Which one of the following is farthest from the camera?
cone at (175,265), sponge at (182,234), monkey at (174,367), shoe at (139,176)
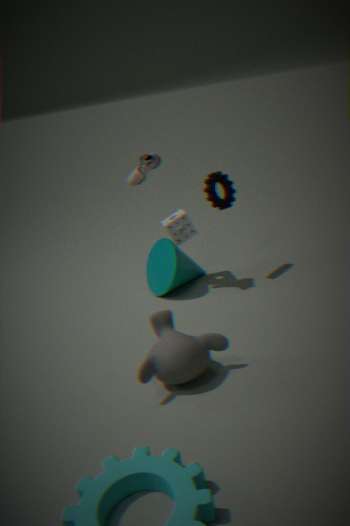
sponge at (182,234)
